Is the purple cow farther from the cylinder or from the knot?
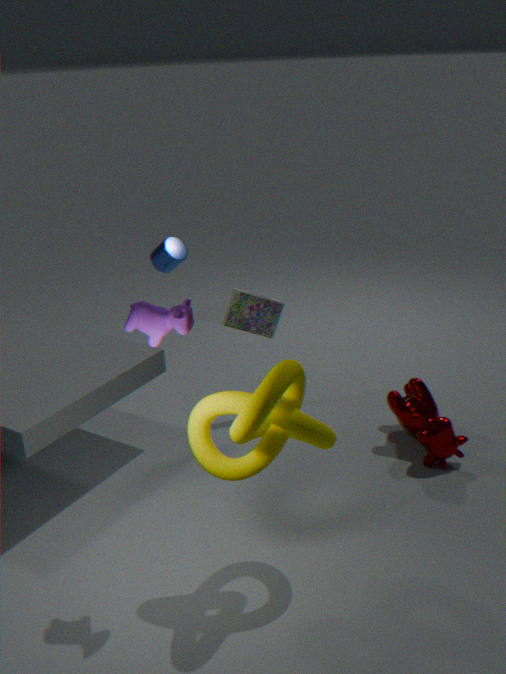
the cylinder
